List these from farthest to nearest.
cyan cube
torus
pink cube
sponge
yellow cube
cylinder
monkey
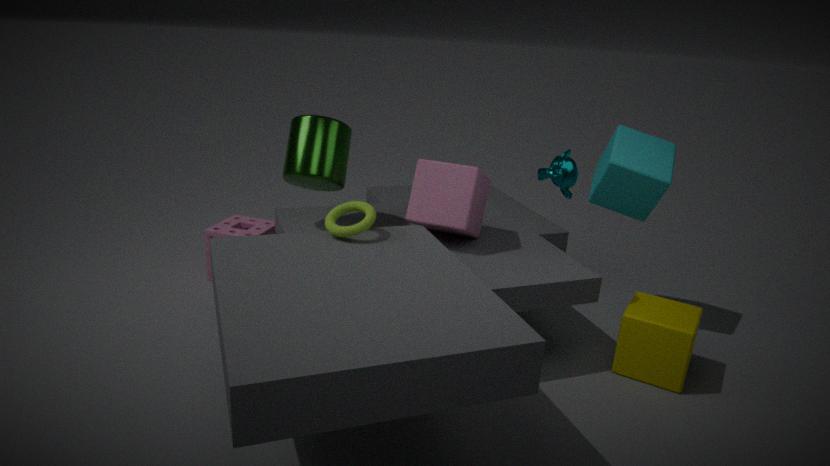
sponge → cyan cube → cylinder → pink cube → yellow cube → torus → monkey
